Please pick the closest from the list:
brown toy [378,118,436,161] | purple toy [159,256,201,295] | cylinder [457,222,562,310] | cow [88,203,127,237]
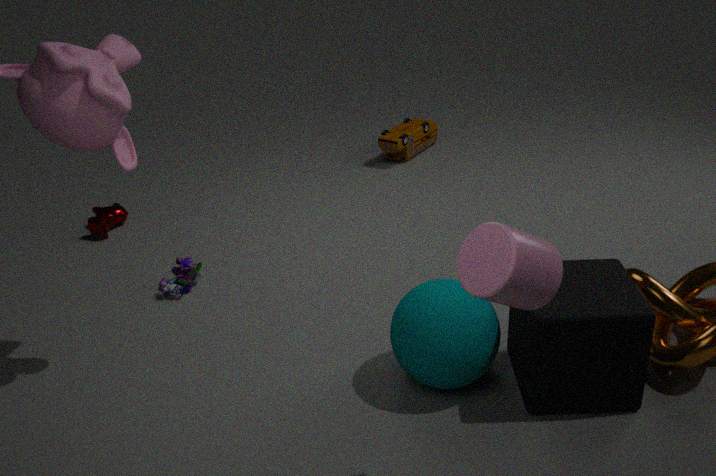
cylinder [457,222,562,310]
